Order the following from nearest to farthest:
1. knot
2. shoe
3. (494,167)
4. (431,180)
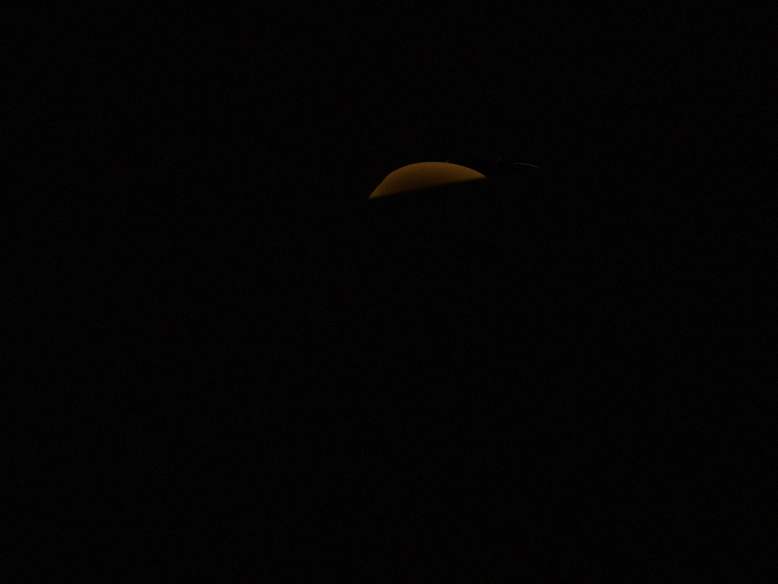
knot < shoe < (431,180) < (494,167)
